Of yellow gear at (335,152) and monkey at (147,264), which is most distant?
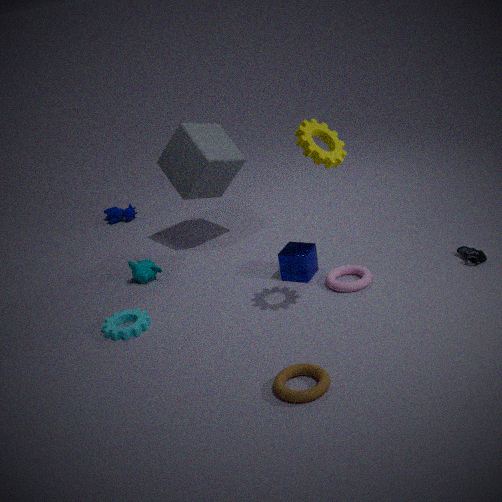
monkey at (147,264)
